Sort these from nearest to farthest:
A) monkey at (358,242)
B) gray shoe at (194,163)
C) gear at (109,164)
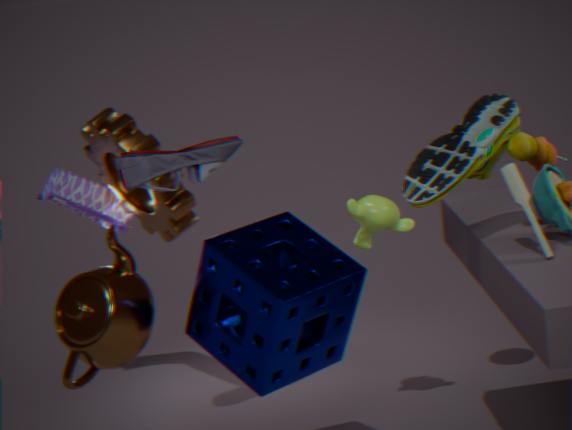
gray shoe at (194,163), monkey at (358,242), gear at (109,164)
